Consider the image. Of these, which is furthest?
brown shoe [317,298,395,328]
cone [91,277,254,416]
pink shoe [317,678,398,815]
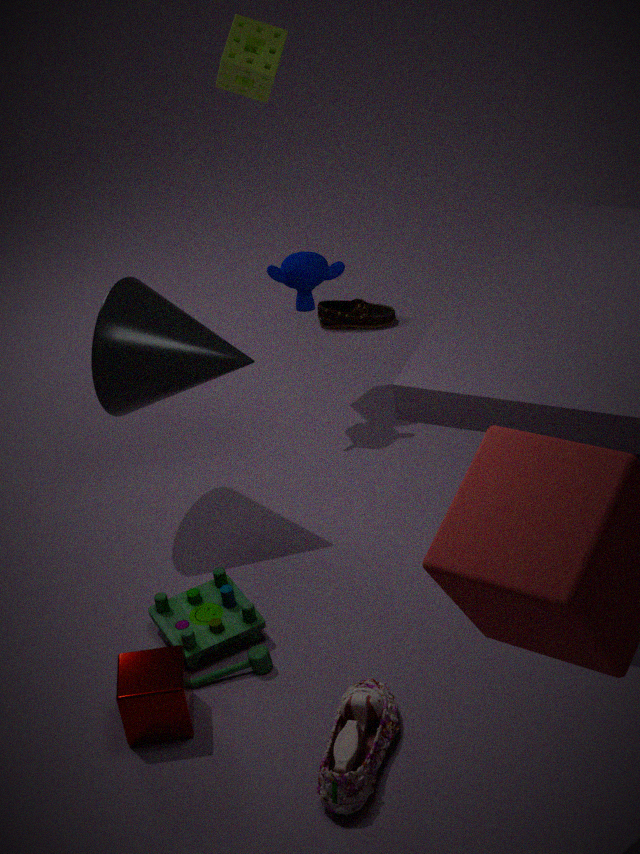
brown shoe [317,298,395,328]
